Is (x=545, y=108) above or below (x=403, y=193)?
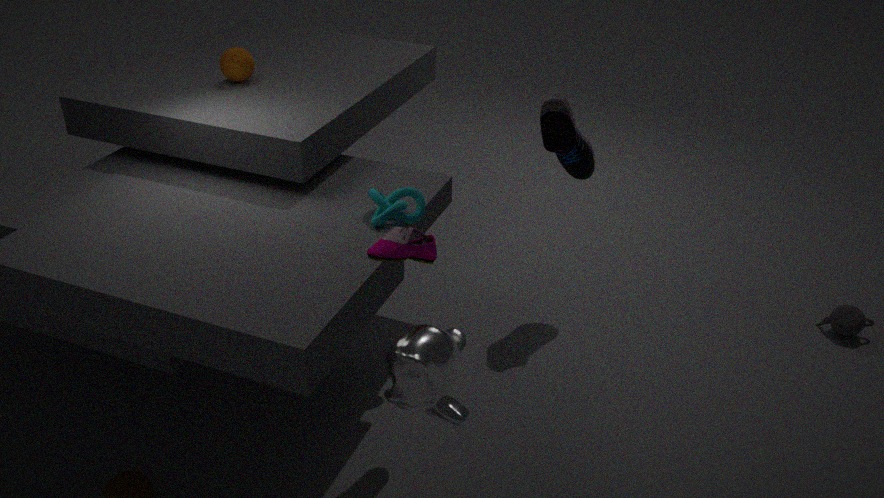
above
